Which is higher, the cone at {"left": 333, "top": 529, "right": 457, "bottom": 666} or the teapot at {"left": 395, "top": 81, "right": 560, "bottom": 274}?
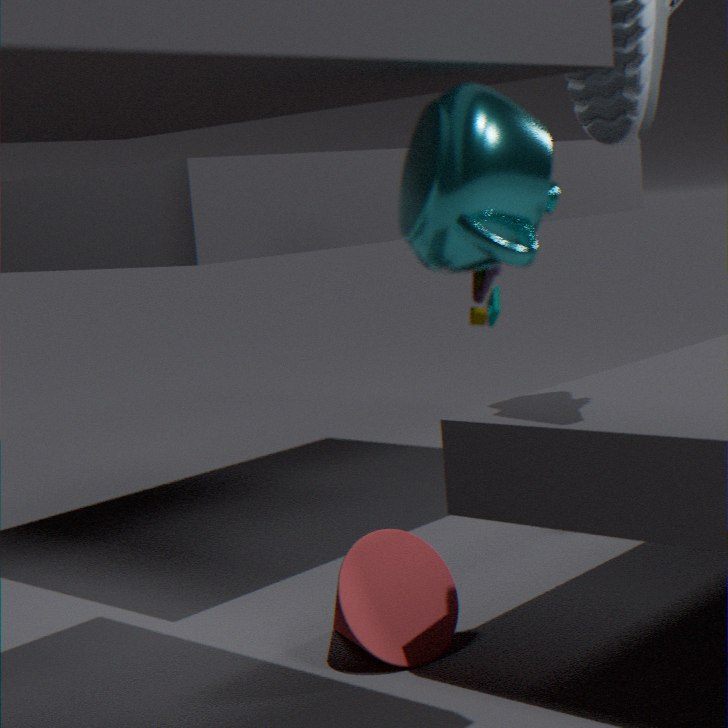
the teapot at {"left": 395, "top": 81, "right": 560, "bottom": 274}
